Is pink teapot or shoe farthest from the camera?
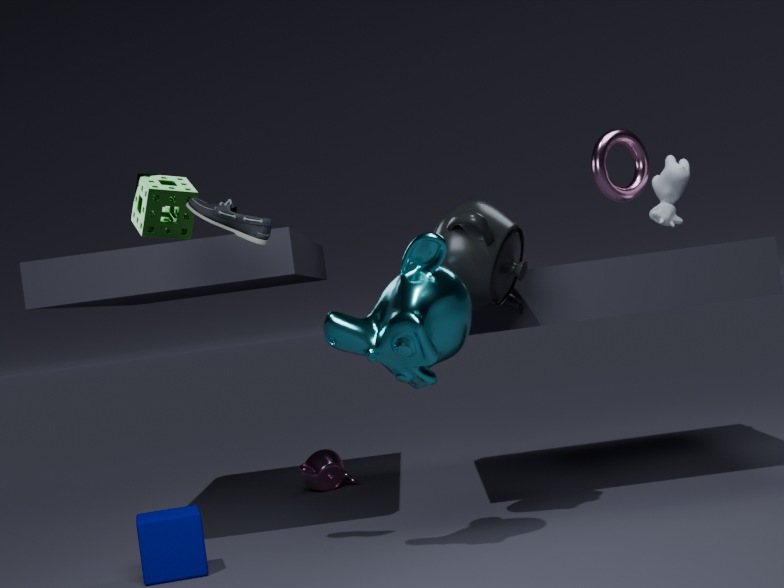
pink teapot
